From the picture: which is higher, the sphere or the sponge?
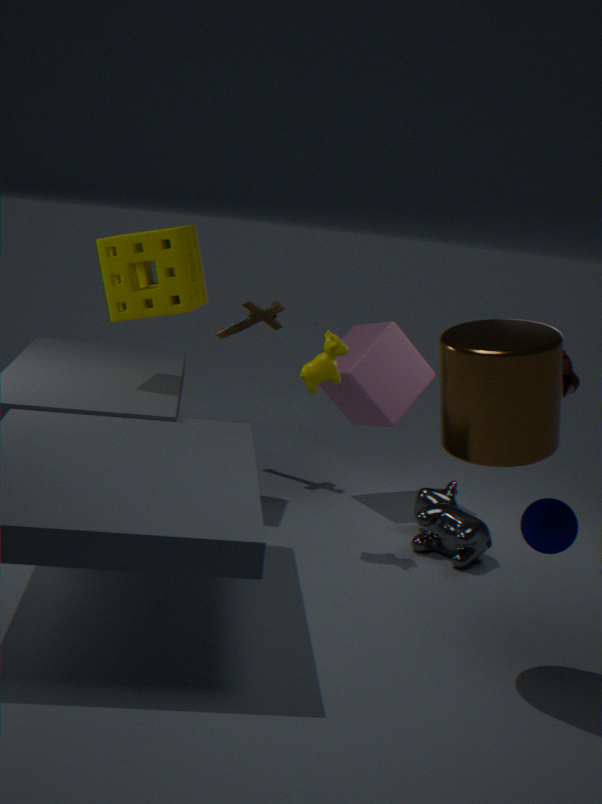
the sponge
